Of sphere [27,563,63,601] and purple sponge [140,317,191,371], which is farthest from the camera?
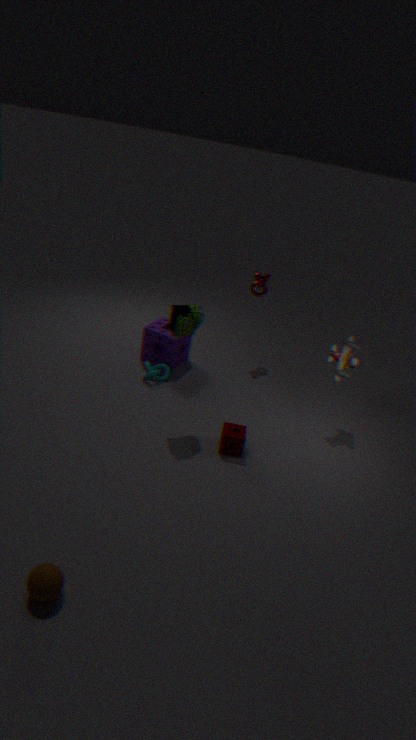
purple sponge [140,317,191,371]
